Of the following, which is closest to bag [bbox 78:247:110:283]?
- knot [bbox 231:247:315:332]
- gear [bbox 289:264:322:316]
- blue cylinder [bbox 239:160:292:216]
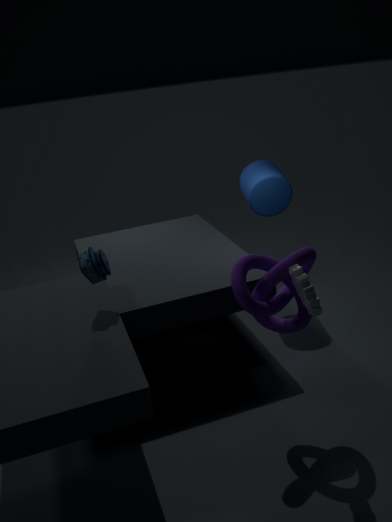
knot [bbox 231:247:315:332]
